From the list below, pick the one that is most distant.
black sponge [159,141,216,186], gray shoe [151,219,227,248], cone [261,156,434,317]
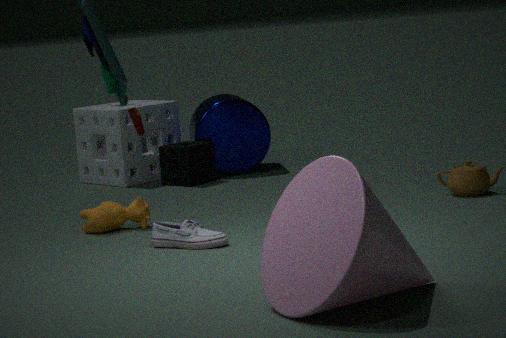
black sponge [159,141,216,186]
